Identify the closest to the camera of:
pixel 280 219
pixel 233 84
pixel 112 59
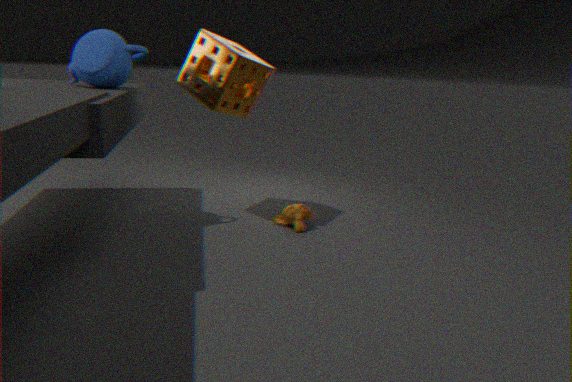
pixel 112 59
